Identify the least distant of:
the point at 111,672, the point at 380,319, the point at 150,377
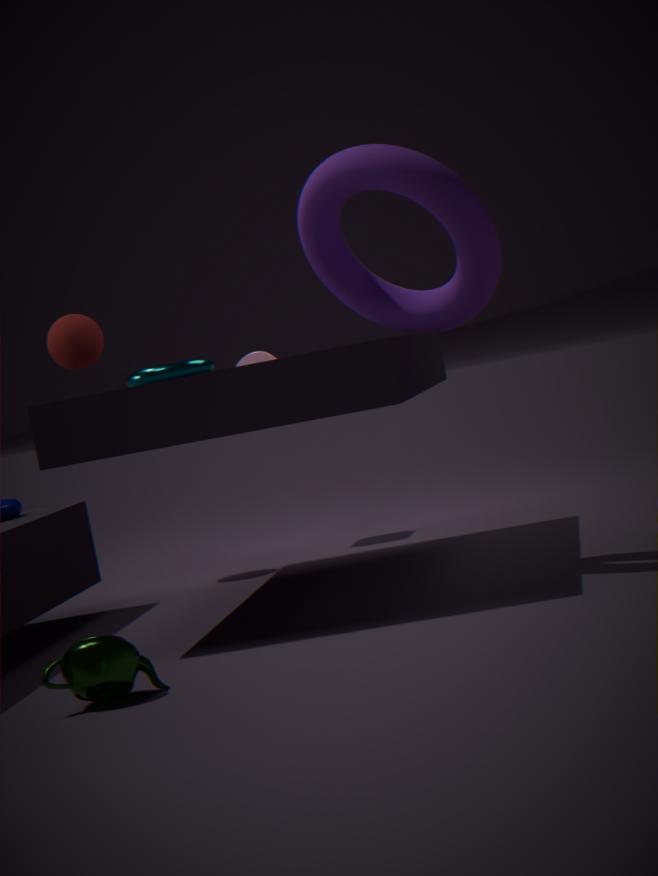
the point at 111,672
